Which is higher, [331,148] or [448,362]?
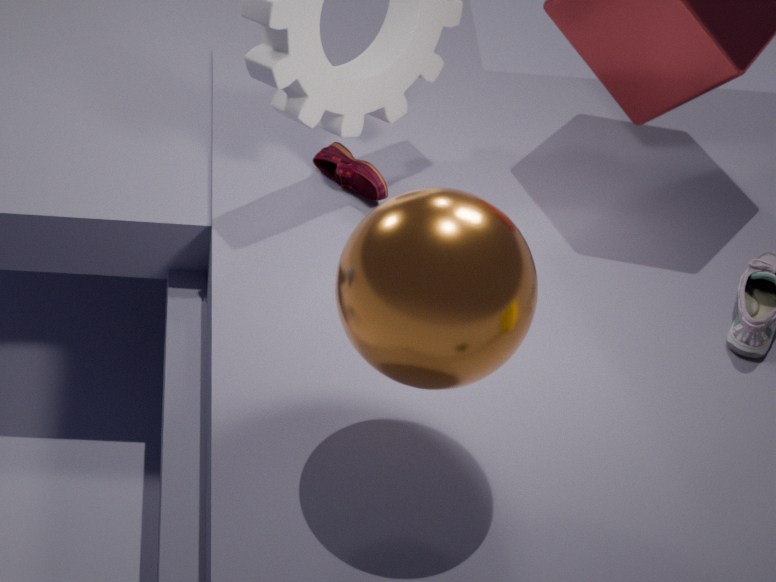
[448,362]
